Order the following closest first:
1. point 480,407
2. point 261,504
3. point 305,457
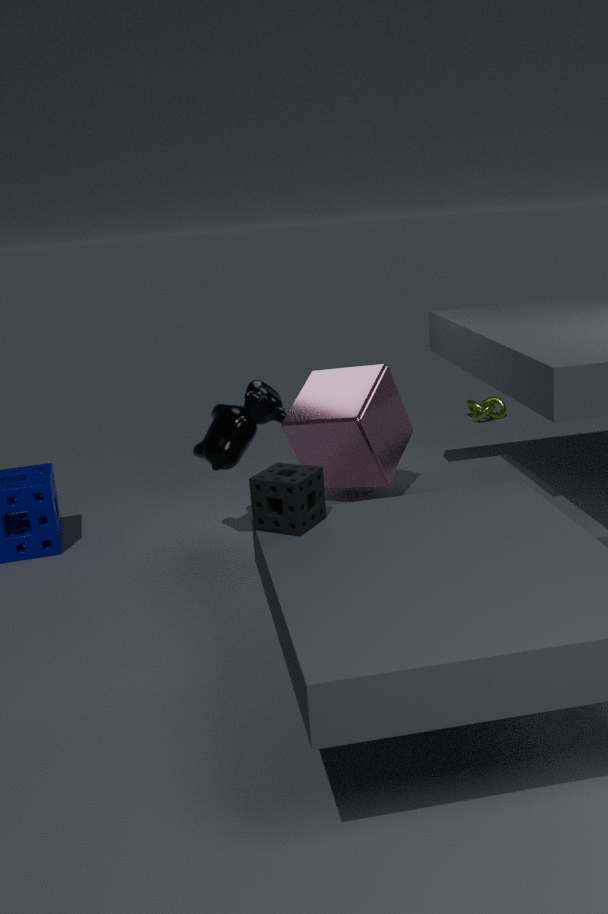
1. point 261,504
2. point 305,457
3. point 480,407
